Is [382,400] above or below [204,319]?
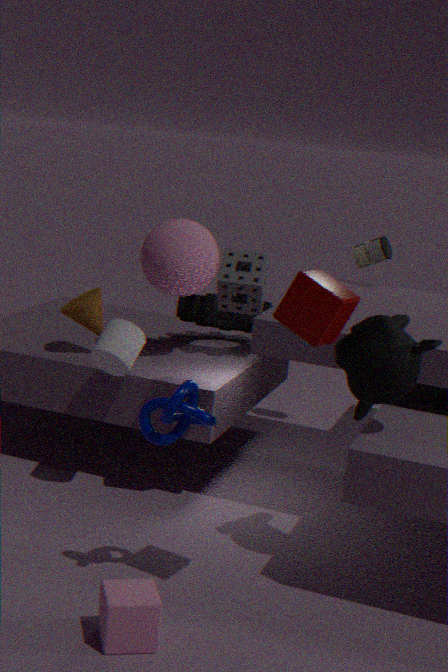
above
